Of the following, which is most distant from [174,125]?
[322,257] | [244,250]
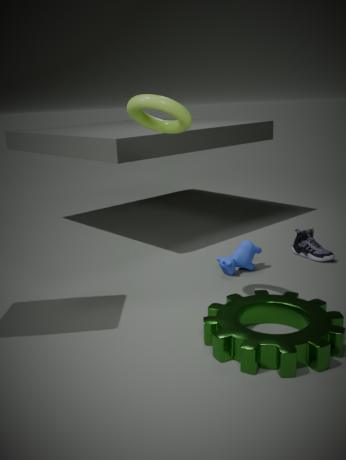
[322,257]
